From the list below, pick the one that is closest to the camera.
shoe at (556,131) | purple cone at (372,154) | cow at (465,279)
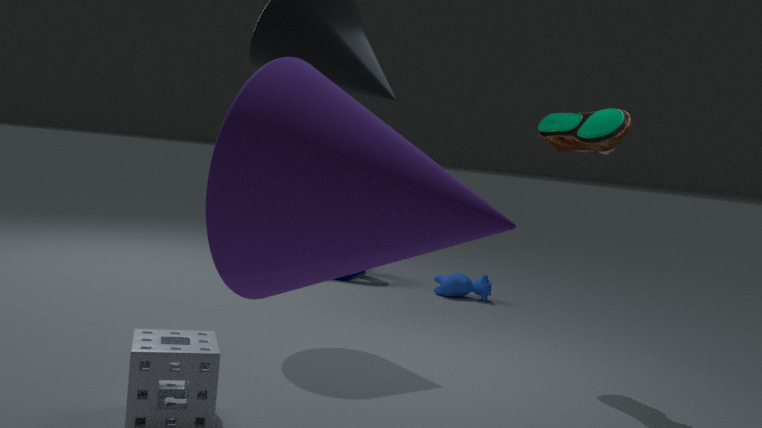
purple cone at (372,154)
